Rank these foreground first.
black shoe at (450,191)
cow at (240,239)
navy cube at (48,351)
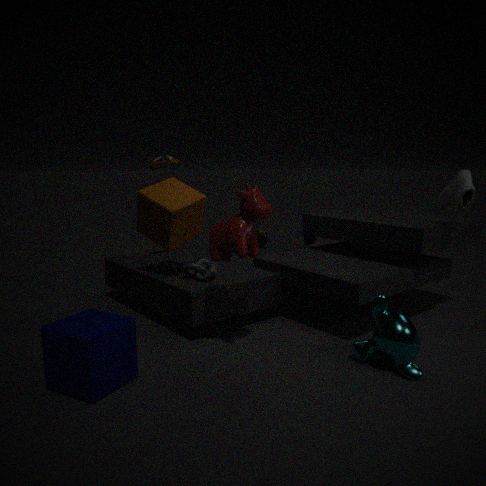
navy cube at (48,351), cow at (240,239), black shoe at (450,191)
